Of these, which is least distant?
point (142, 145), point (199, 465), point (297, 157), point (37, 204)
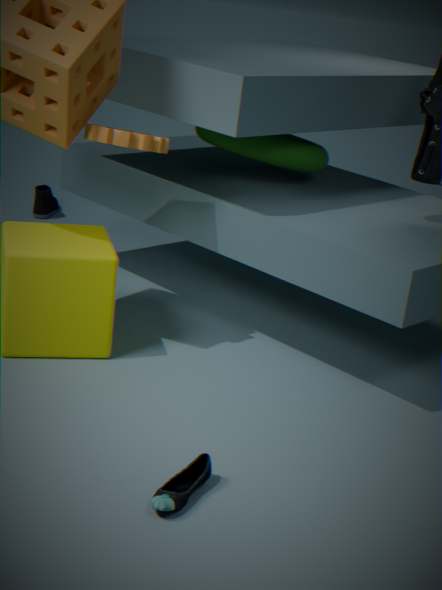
point (199, 465)
